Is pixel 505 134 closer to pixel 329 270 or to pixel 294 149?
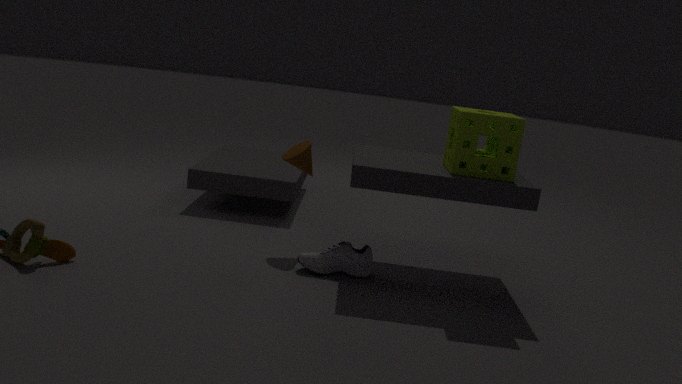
pixel 329 270
